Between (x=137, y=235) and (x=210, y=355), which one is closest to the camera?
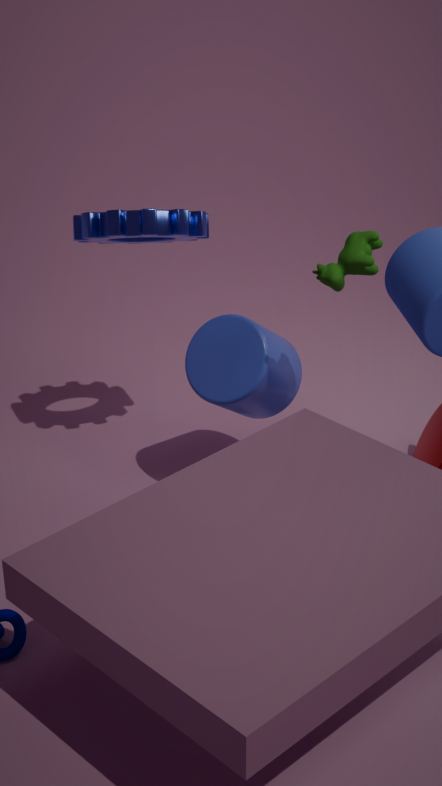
(x=137, y=235)
